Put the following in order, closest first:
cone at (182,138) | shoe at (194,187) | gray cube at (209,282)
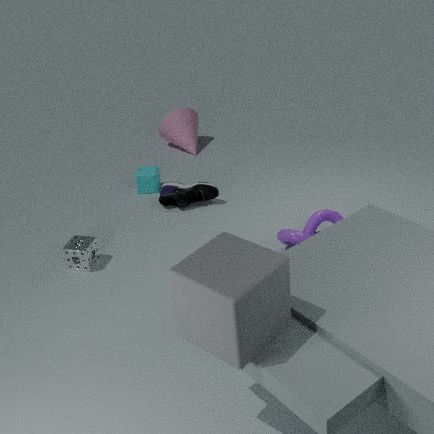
gray cube at (209,282) < shoe at (194,187) < cone at (182,138)
